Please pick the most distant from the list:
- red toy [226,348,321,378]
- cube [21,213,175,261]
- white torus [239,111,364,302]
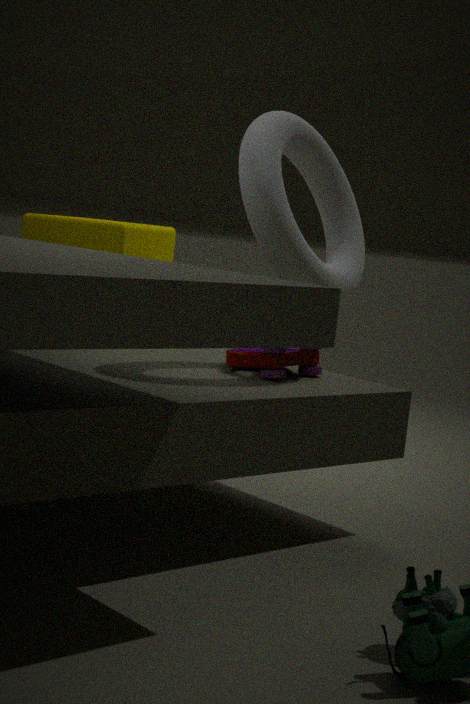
cube [21,213,175,261]
